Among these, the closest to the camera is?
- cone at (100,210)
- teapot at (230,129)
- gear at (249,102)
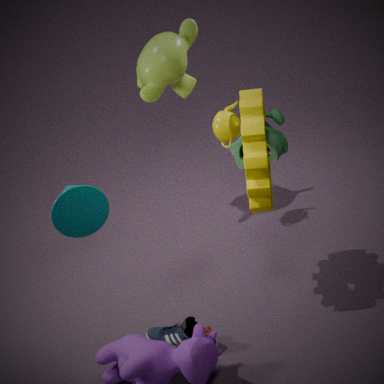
cone at (100,210)
